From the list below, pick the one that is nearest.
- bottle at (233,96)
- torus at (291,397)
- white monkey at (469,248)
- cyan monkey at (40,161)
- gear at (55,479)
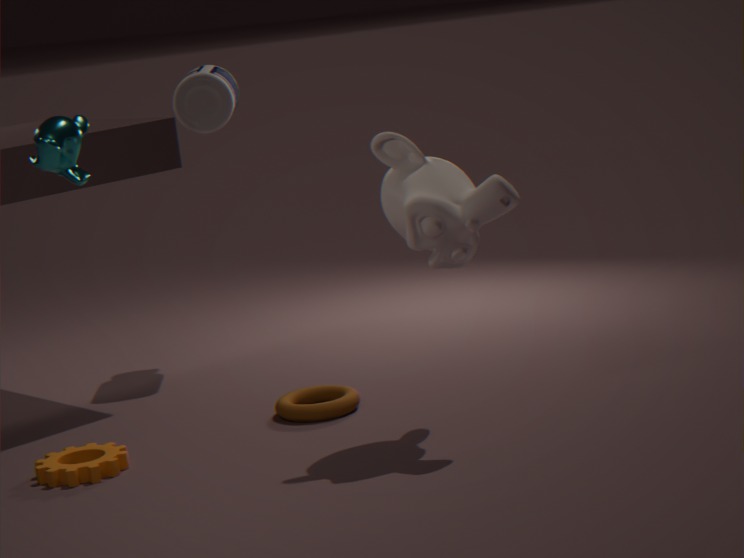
cyan monkey at (40,161)
